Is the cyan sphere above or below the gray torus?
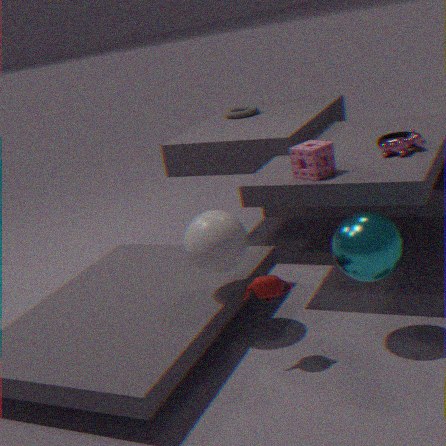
below
